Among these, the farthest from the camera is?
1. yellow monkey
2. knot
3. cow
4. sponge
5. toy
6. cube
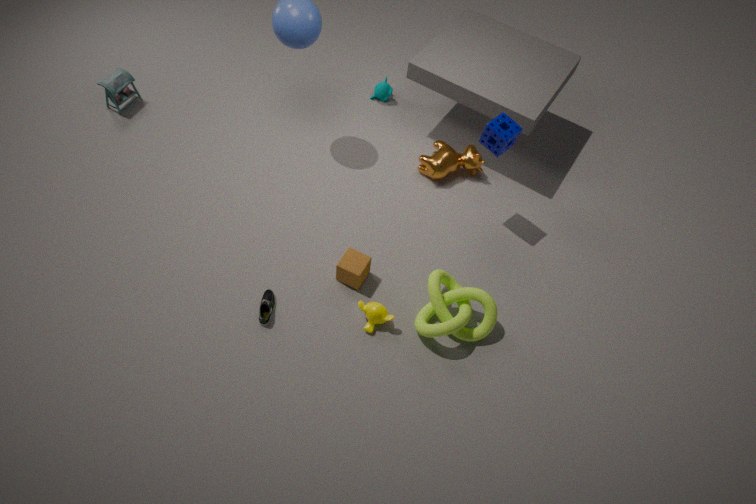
toy
